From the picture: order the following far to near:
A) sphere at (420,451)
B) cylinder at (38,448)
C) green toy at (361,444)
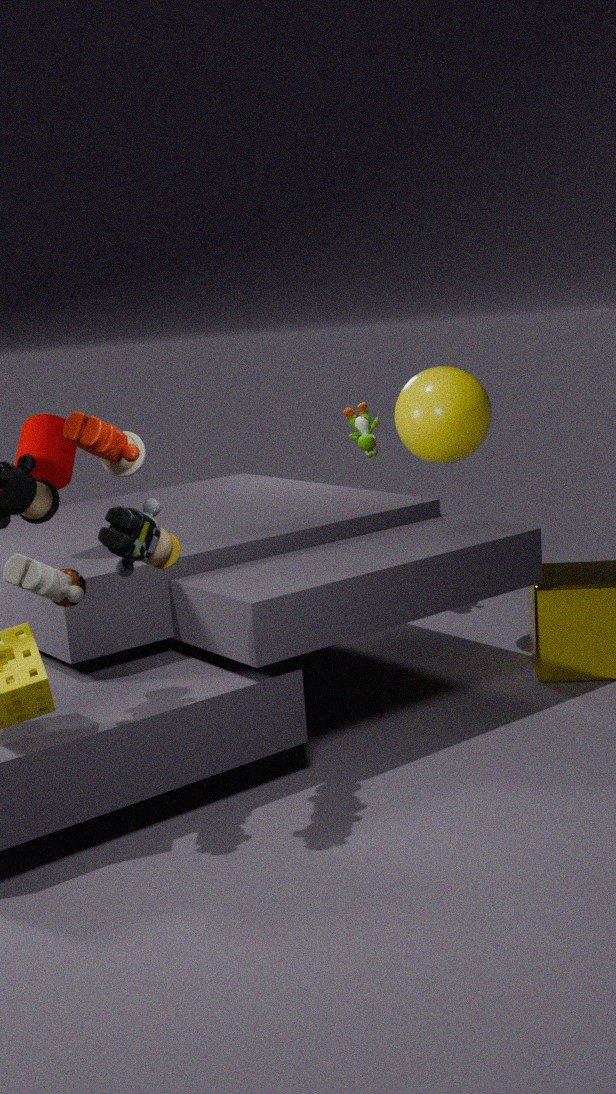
1. green toy at (361,444)
2. sphere at (420,451)
3. cylinder at (38,448)
